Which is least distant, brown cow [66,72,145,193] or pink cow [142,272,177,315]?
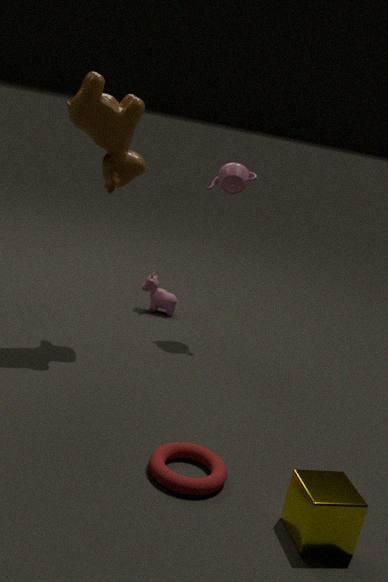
brown cow [66,72,145,193]
